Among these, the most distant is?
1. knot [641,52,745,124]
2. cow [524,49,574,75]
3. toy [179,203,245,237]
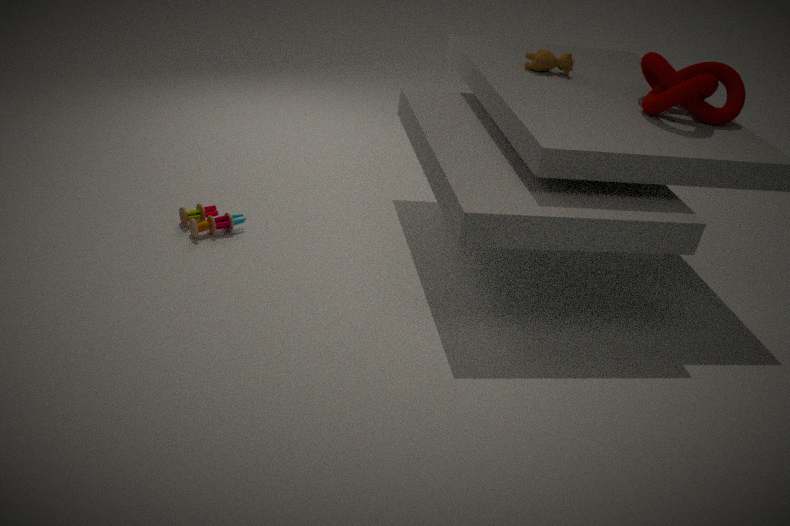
cow [524,49,574,75]
